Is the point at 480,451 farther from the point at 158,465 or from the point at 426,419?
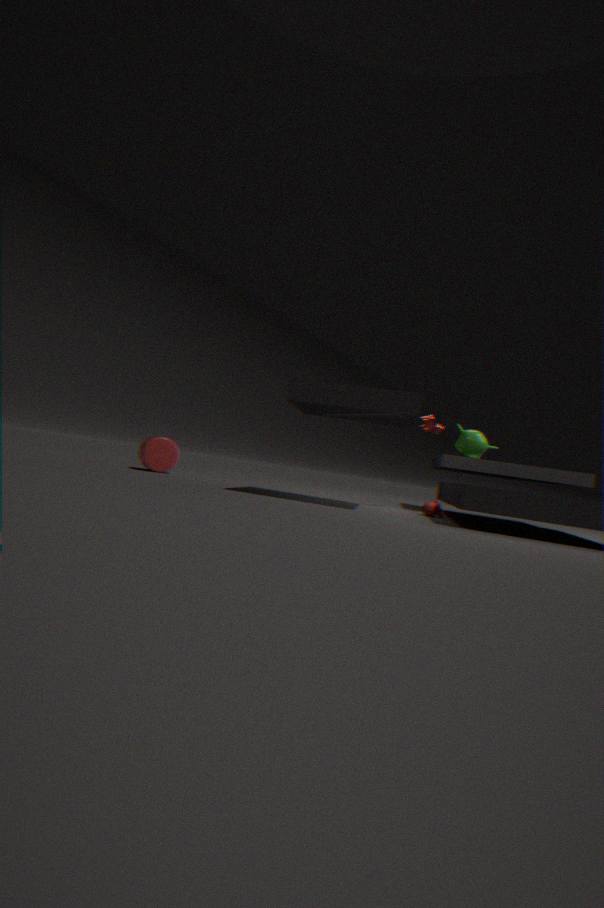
the point at 158,465
